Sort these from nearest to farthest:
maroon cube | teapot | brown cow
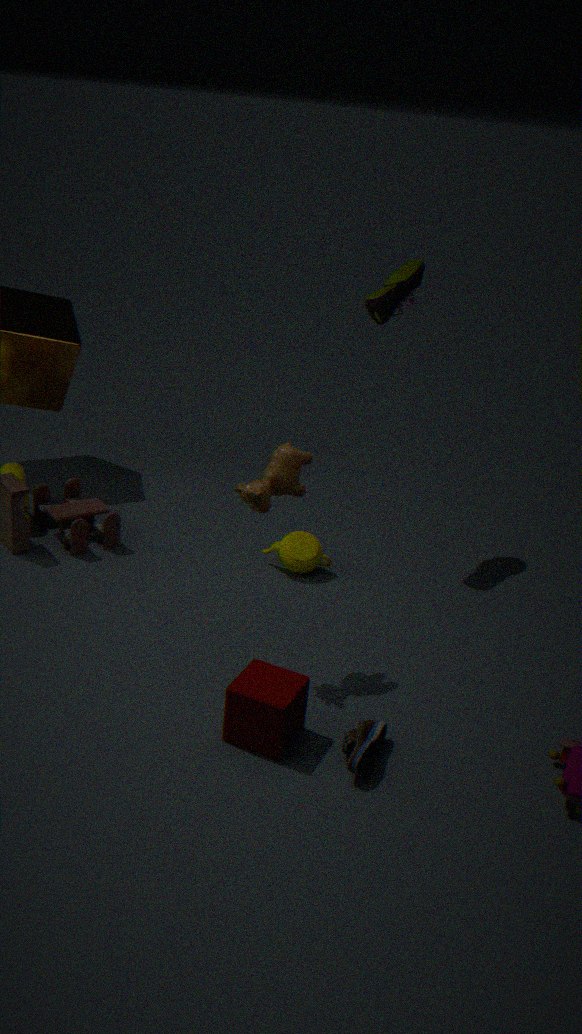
maroon cube
brown cow
teapot
